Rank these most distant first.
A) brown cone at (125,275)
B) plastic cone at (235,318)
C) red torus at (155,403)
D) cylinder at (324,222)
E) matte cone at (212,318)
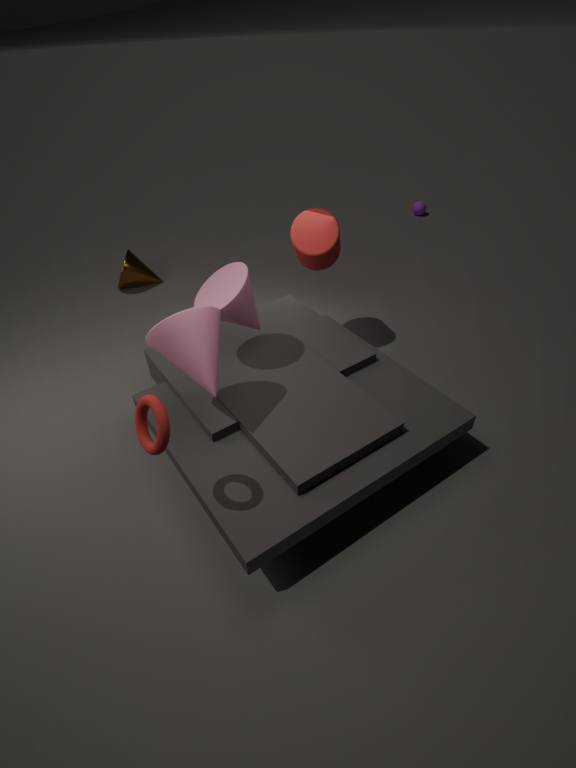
brown cone at (125,275)
cylinder at (324,222)
plastic cone at (235,318)
matte cone at (212,318)
red torus at (155,403)
